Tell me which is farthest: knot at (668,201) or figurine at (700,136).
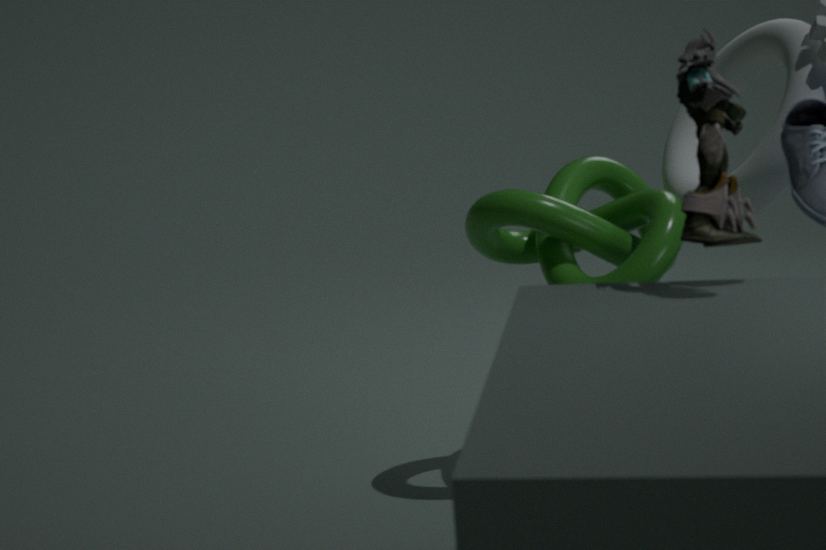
knot at (668,201)
